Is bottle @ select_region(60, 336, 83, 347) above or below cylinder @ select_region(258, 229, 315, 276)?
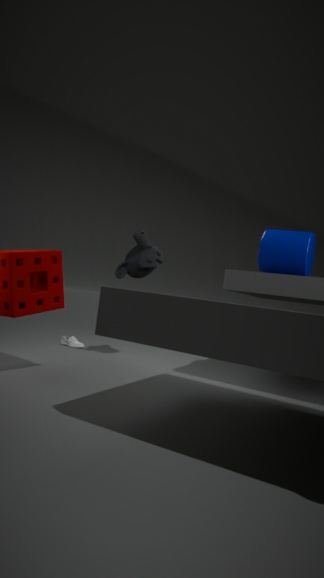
below
